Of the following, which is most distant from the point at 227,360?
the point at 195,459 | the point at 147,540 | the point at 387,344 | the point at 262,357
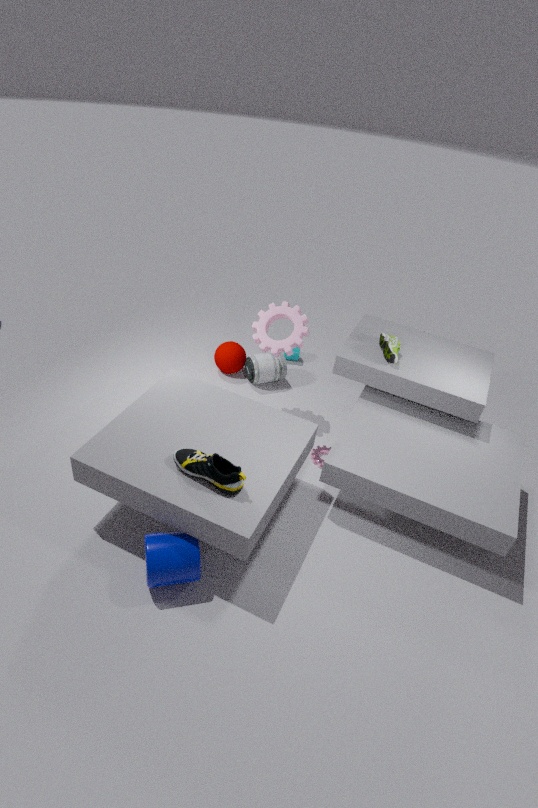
the point at 147,540
